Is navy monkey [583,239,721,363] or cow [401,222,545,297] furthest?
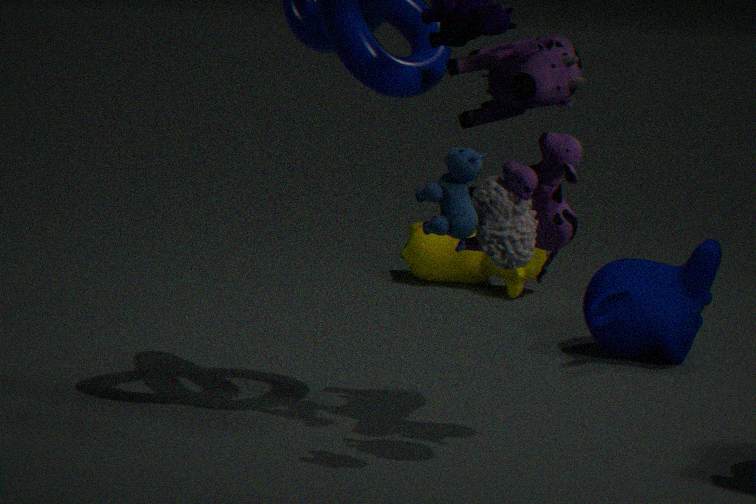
cow [401,222,545,297]
